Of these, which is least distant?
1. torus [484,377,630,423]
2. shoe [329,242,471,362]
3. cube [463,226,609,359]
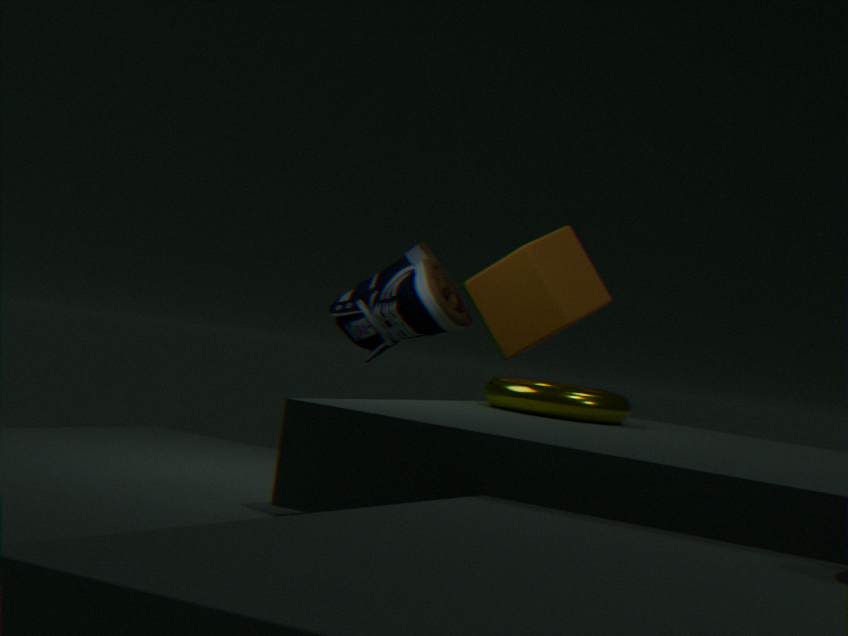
torus [484,377,630,423]
